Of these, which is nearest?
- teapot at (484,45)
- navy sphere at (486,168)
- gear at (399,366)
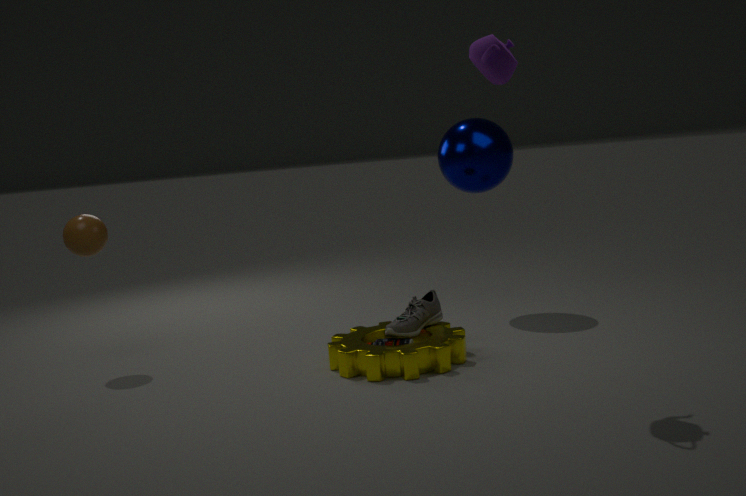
teapot at (484,45)
